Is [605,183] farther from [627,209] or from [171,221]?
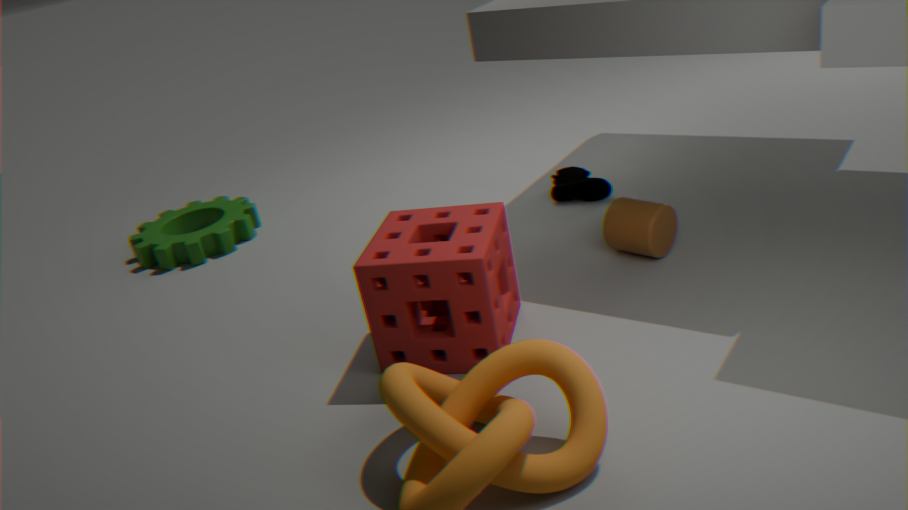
[171,221]
